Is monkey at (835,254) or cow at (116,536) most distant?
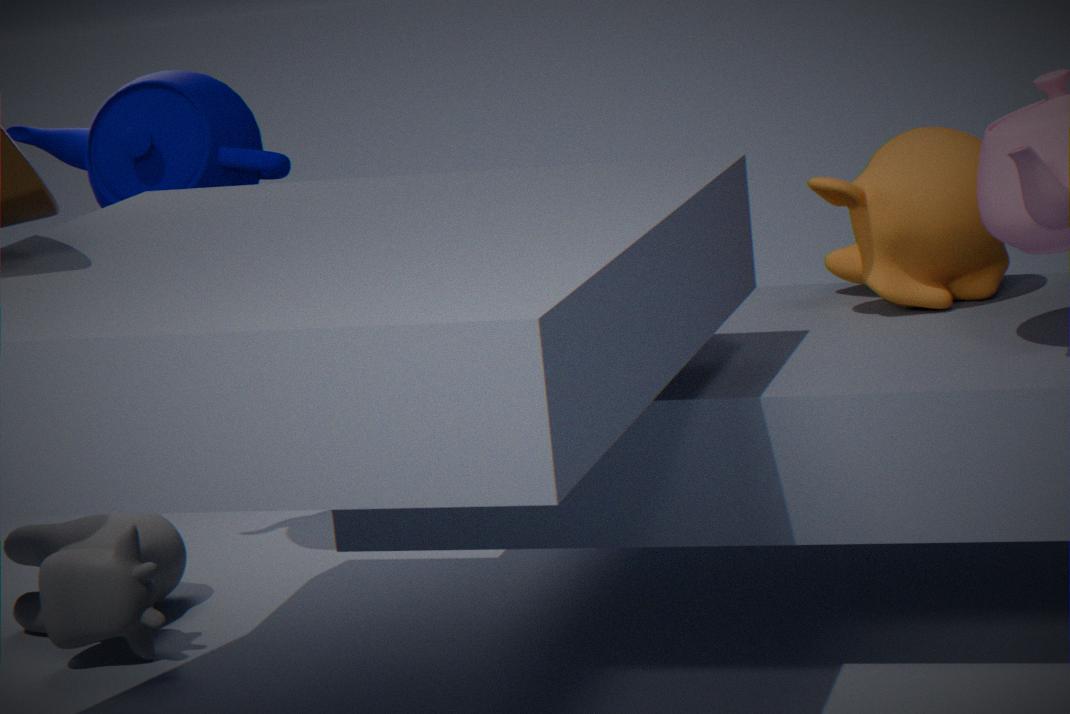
Result: cow at (116,536)
